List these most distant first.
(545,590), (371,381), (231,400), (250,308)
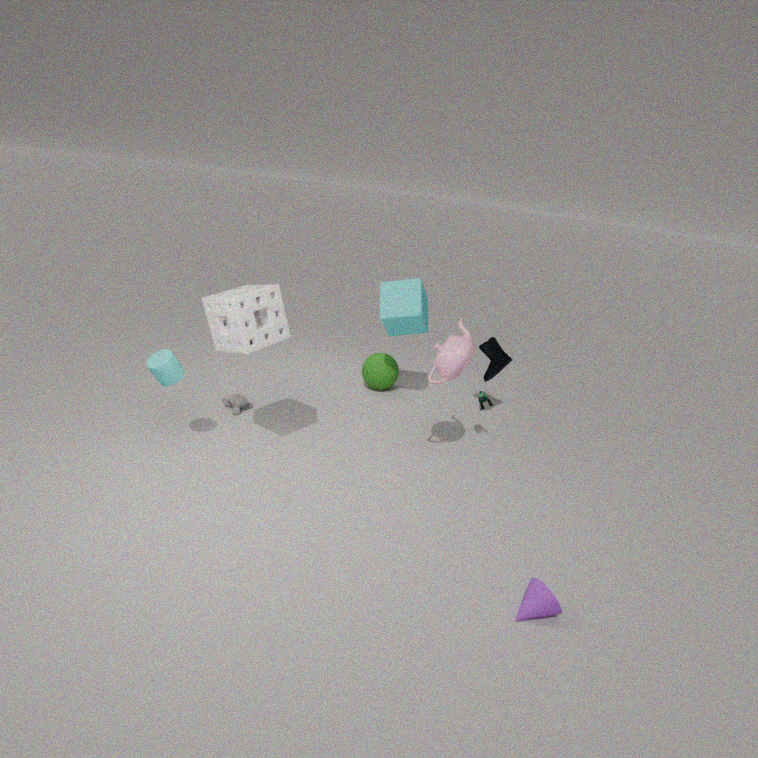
1. (371,381)
2. (231,400)
3. (250,308)
4. (545,590)
